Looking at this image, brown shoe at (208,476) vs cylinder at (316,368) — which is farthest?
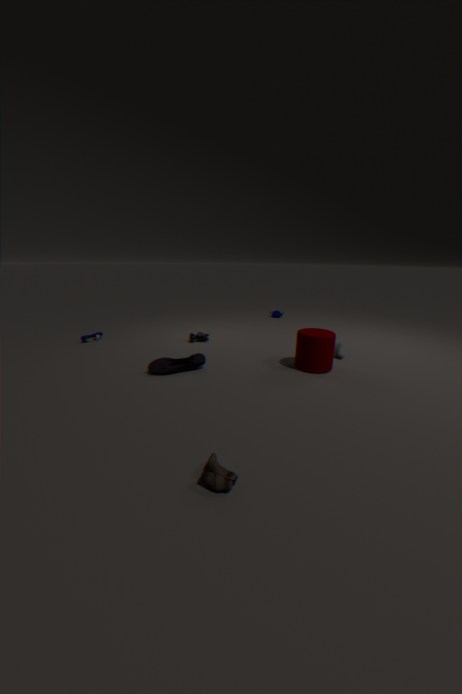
cylinder at (316,368)
